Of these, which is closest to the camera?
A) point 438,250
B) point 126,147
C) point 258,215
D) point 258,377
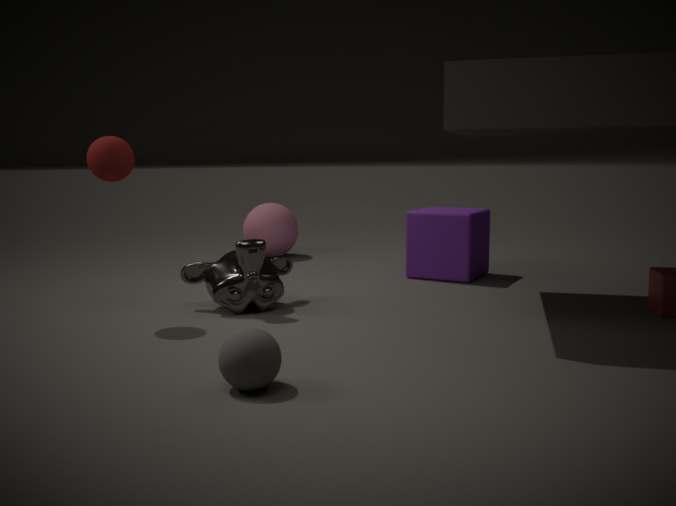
point 258,377
